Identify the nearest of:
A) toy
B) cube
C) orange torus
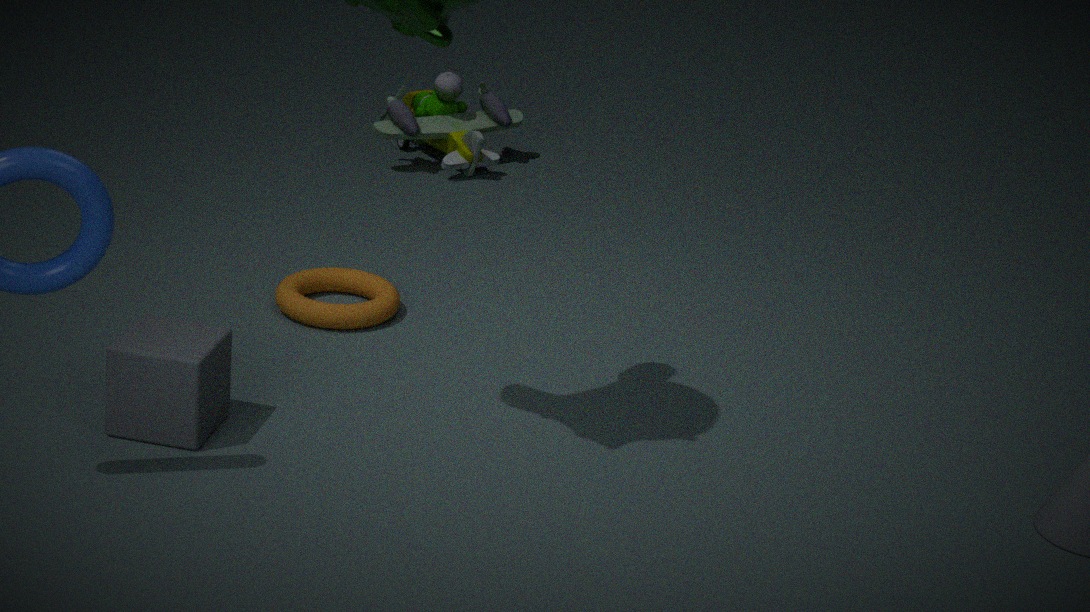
cube
